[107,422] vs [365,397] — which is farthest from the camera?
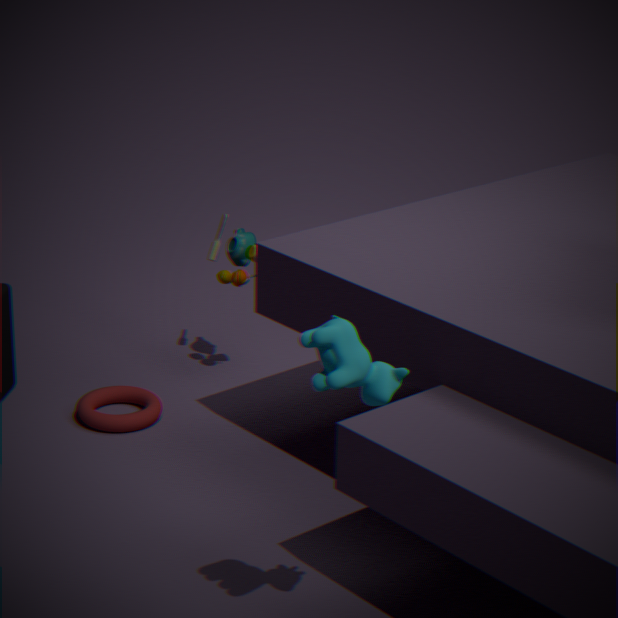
[107,422]
